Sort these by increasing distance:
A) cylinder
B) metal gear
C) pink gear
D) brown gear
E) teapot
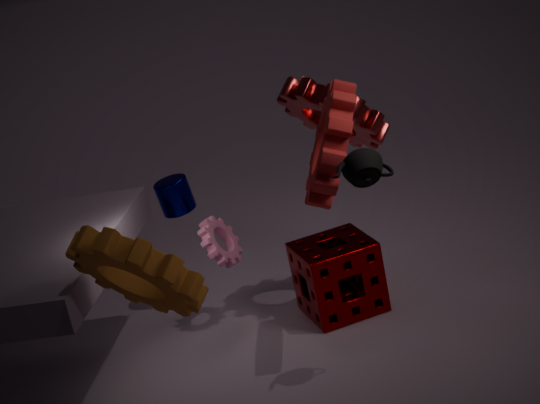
brown gear < teapot < metal gear < pink gear < cylinder
